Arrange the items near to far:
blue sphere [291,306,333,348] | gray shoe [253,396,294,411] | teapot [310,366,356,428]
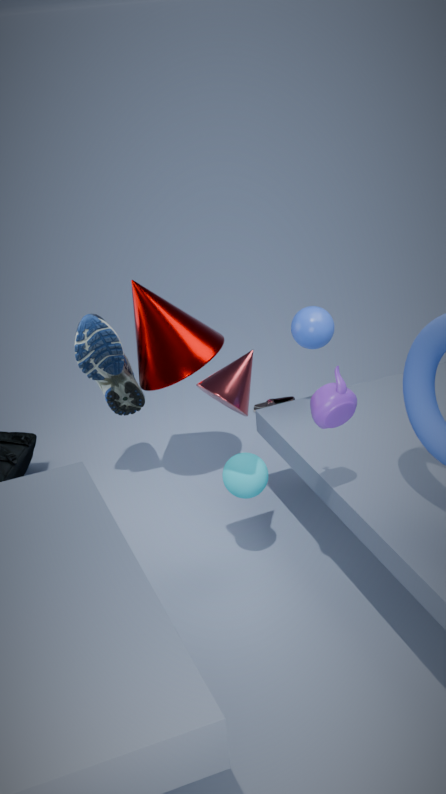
teapot [310,366,356,428], blue sphere [291,306,333,348], gray shoe [253,396,294,411]
